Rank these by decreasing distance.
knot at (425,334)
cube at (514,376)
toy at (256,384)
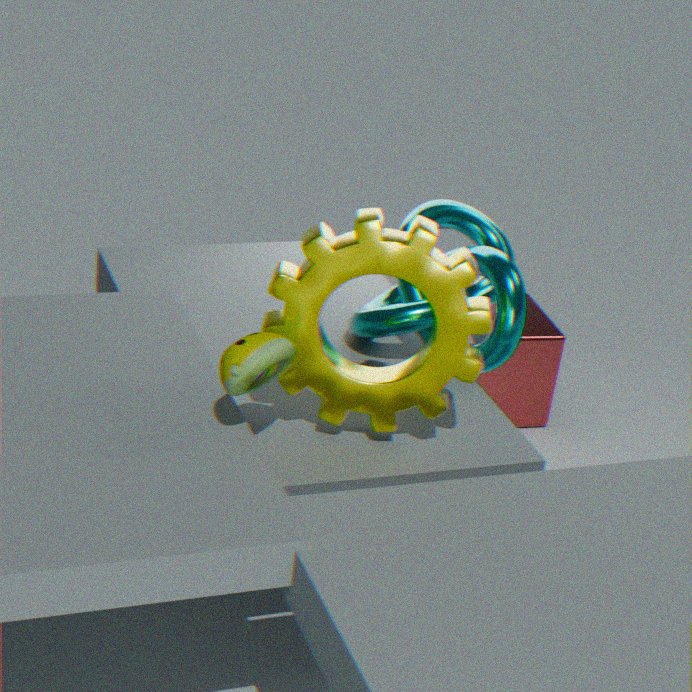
cube at (514,376)
knot at (425,334)
toy at (256,384)
